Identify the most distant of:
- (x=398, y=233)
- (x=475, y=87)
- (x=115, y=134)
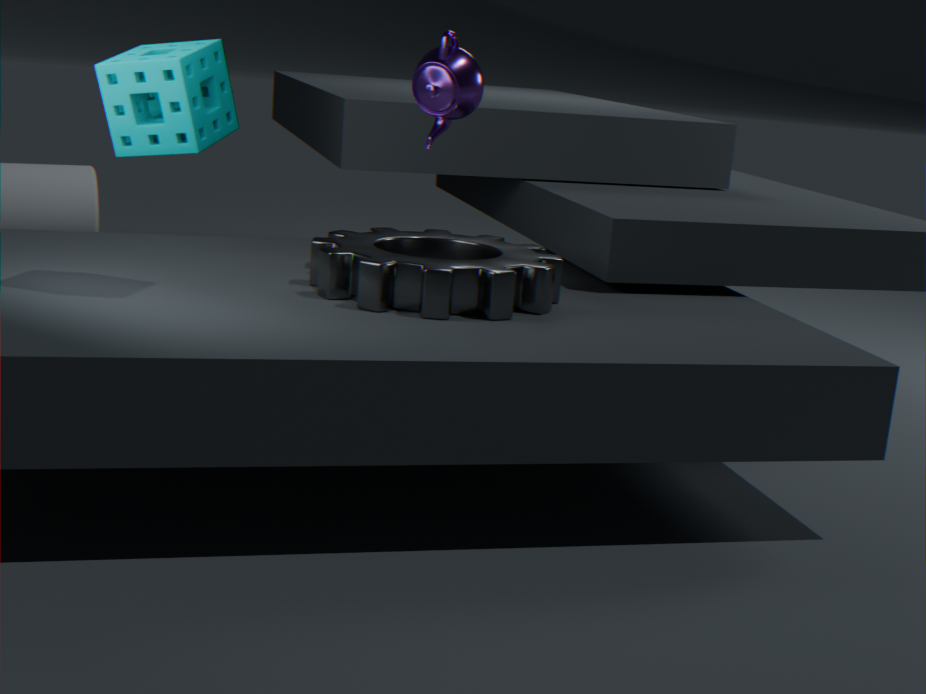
(x=398, y=233)
